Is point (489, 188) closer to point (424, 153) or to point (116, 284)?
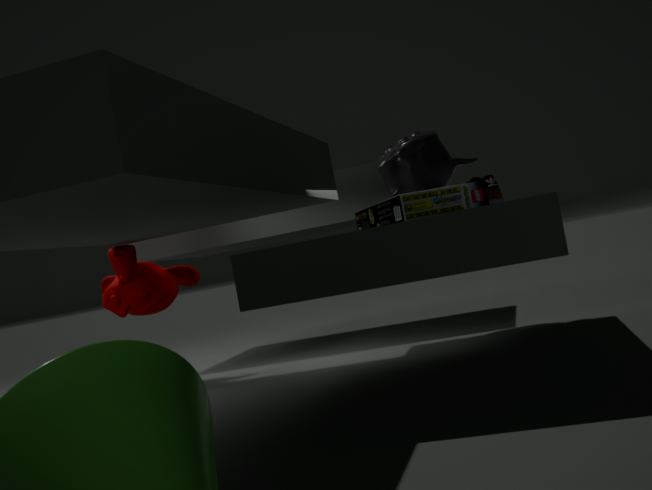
point (424, 153)
